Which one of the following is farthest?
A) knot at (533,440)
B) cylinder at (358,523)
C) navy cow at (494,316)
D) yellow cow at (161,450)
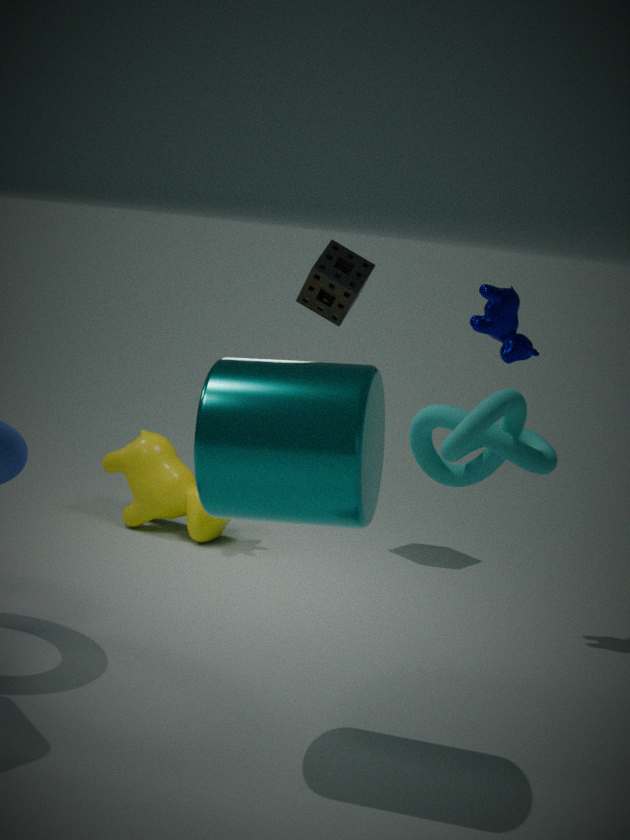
yellow cow at (161,450)
